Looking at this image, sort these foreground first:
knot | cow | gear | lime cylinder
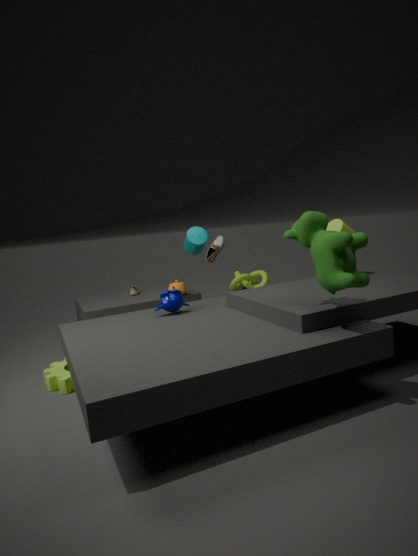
1. cow
2. gear
3. lime cylinder
4. knot
